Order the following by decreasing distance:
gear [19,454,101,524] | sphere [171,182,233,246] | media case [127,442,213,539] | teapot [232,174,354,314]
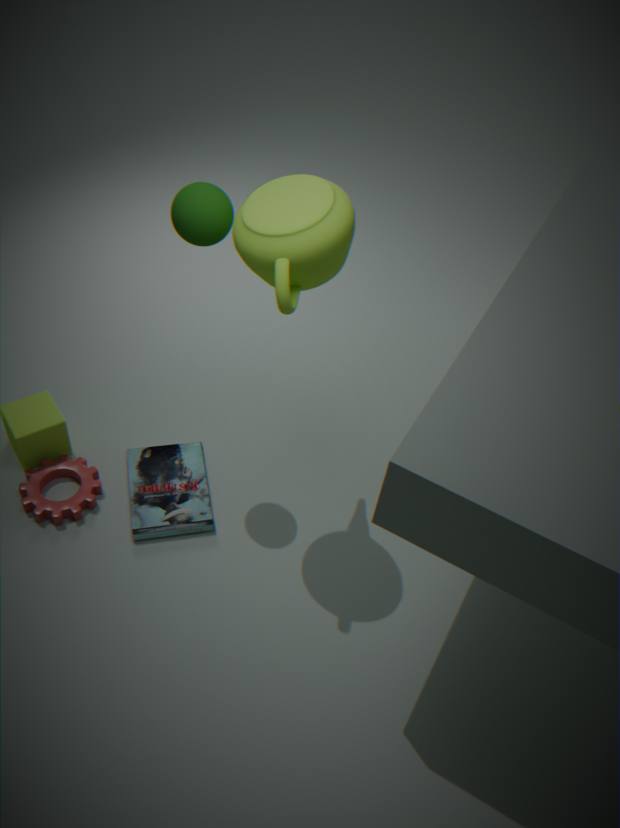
media case [127,442,213,539]
gear [19,454,101,524]
sphere [171,182,233,246]
teapot [232,174,354,314]
